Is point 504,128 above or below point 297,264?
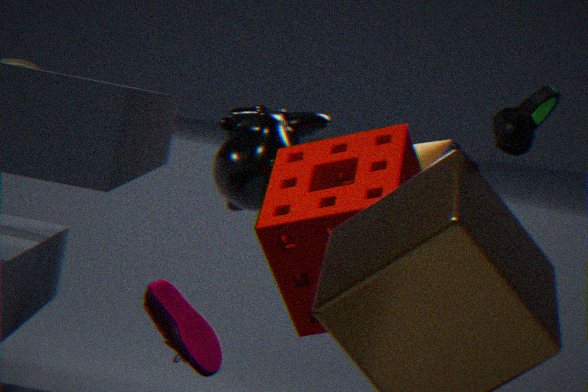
above
